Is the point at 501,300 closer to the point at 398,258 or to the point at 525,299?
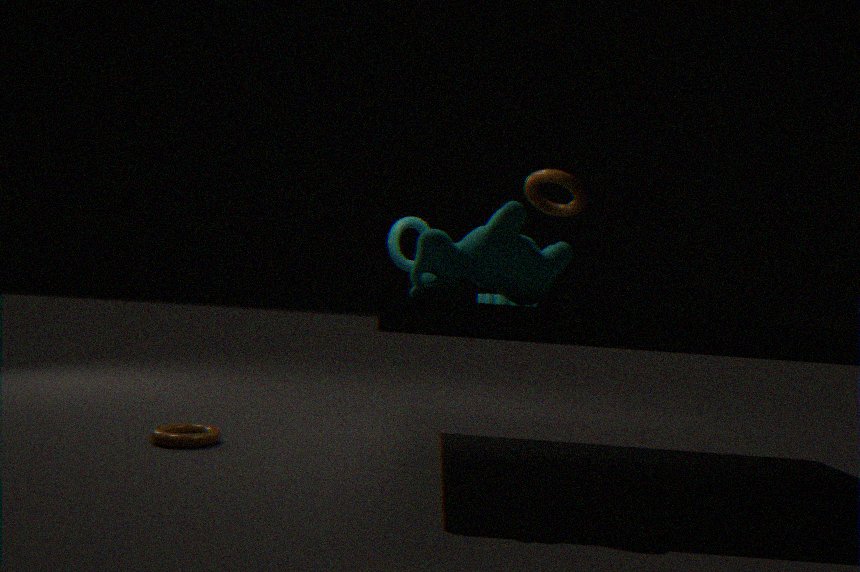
the point at 398,258
